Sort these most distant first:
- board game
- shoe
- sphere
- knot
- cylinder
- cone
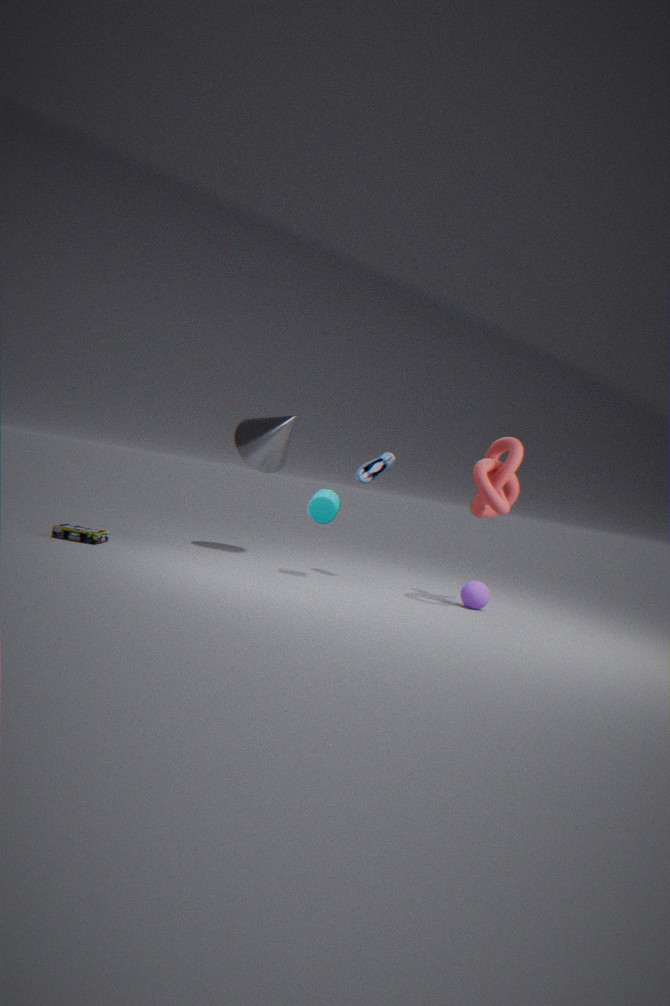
cone < shoe < sphere < cylinder < board game < knot
